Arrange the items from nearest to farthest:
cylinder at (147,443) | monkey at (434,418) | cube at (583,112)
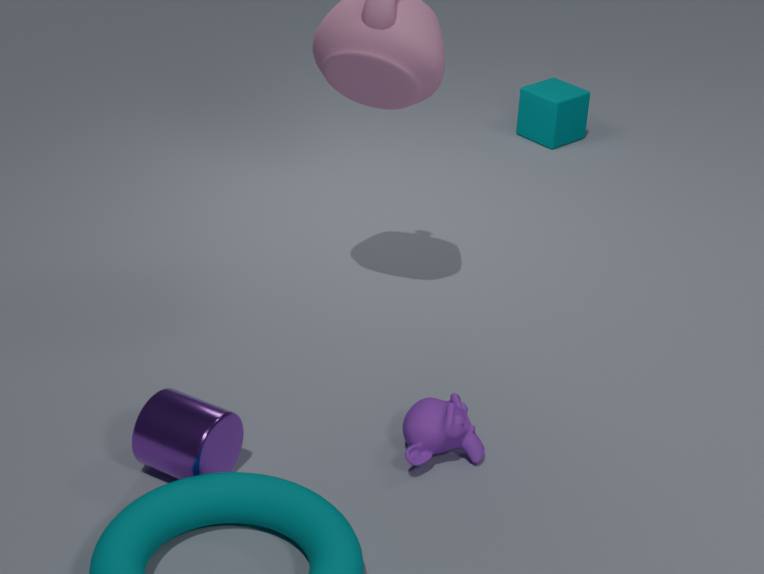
cylinder at (147,443), monkey at (434,418), cube at (583,112)
